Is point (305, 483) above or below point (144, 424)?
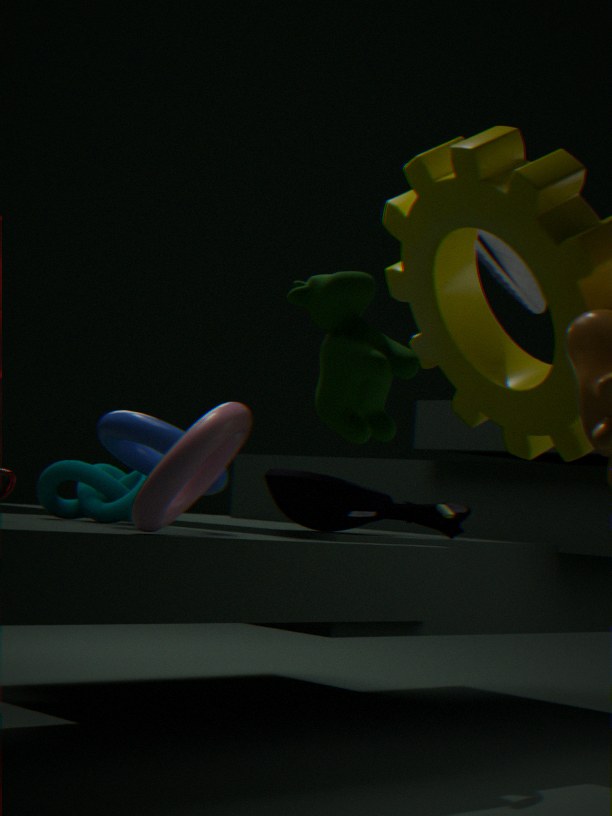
below
